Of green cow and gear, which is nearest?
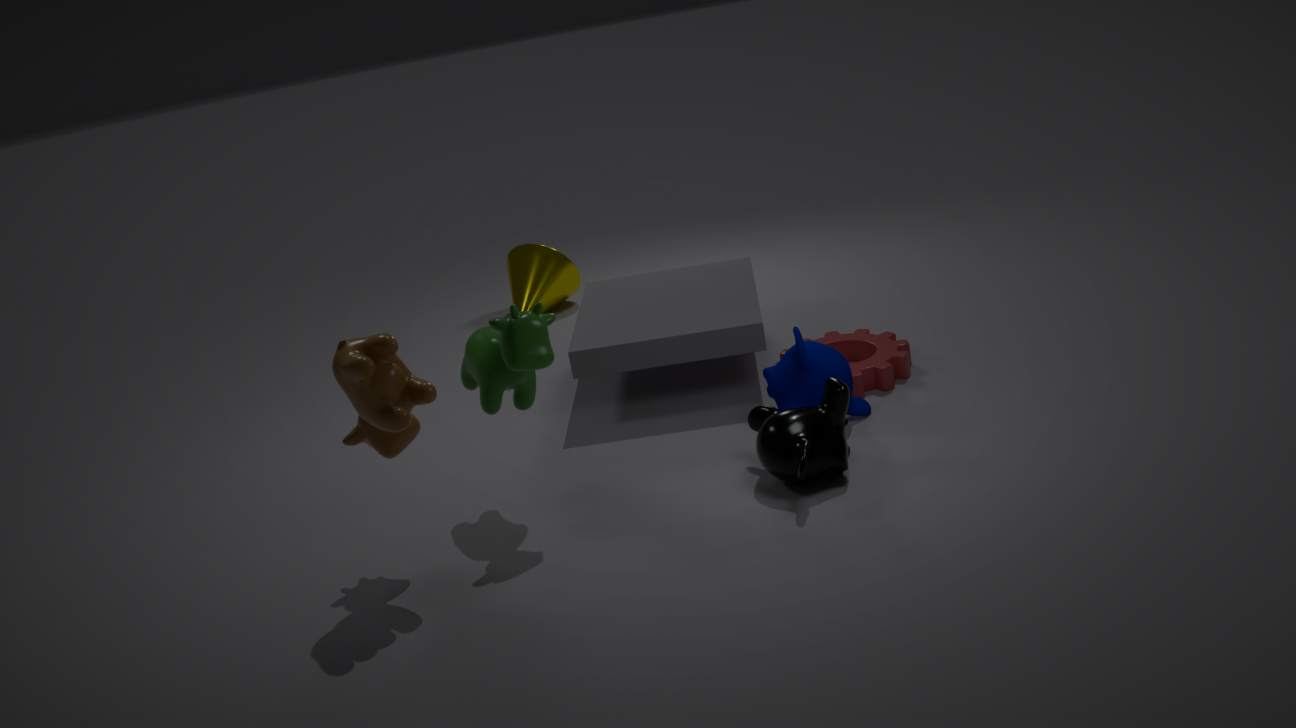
green cow
